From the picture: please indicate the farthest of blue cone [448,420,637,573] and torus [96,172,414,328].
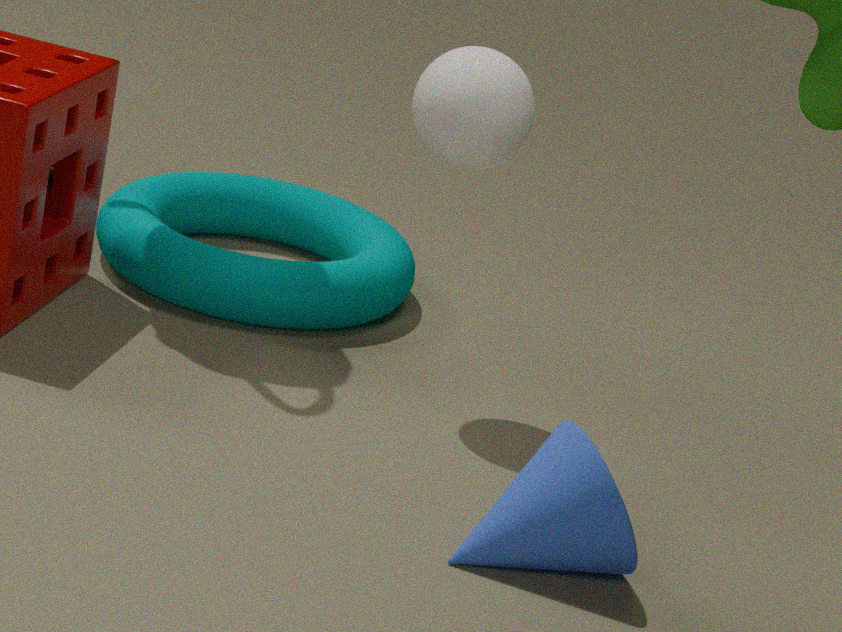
torus [96,172,414,328]
